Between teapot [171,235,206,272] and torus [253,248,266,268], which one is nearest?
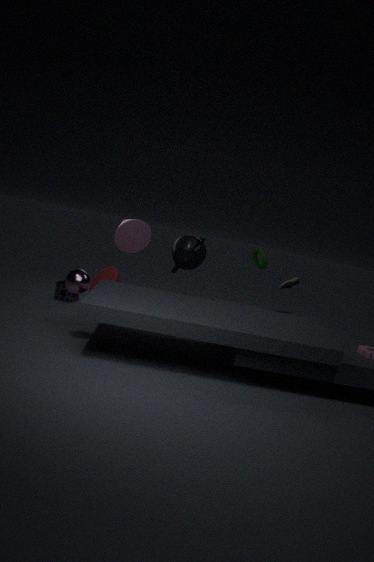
teapot [171,235,206,272]
